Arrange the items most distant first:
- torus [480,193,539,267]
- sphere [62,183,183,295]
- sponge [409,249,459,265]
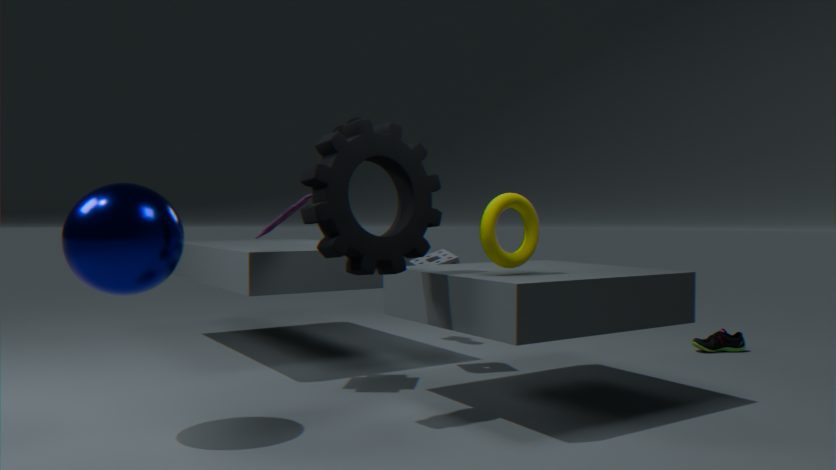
sponge [409,249,459,265] < torus [480,193,539,267] < sphere [62,183,183,295]
